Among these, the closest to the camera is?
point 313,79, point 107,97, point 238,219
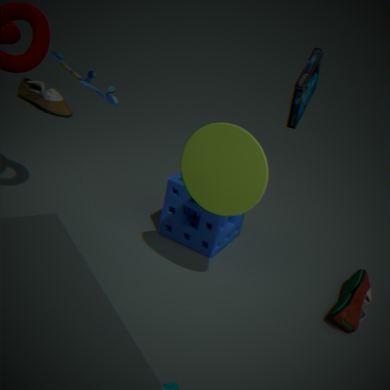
point 107,97
